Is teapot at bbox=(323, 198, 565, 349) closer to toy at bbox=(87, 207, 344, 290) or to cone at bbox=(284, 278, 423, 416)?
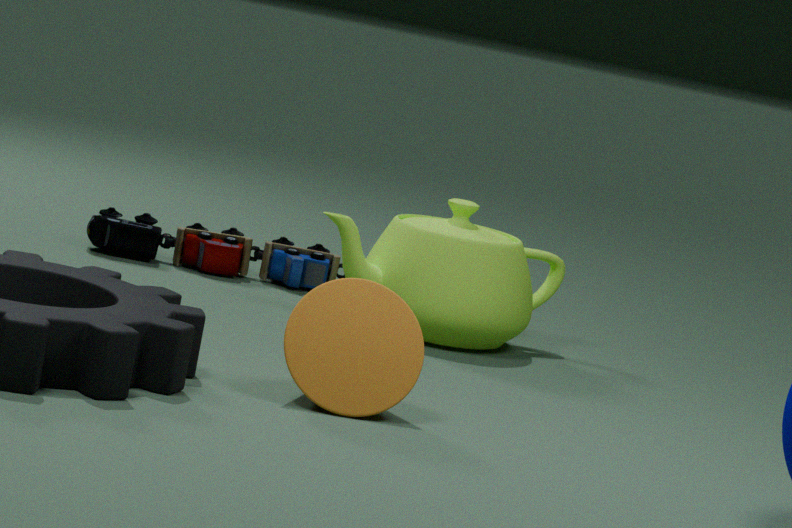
toy at bbox=(87, 207, 344, 290)
